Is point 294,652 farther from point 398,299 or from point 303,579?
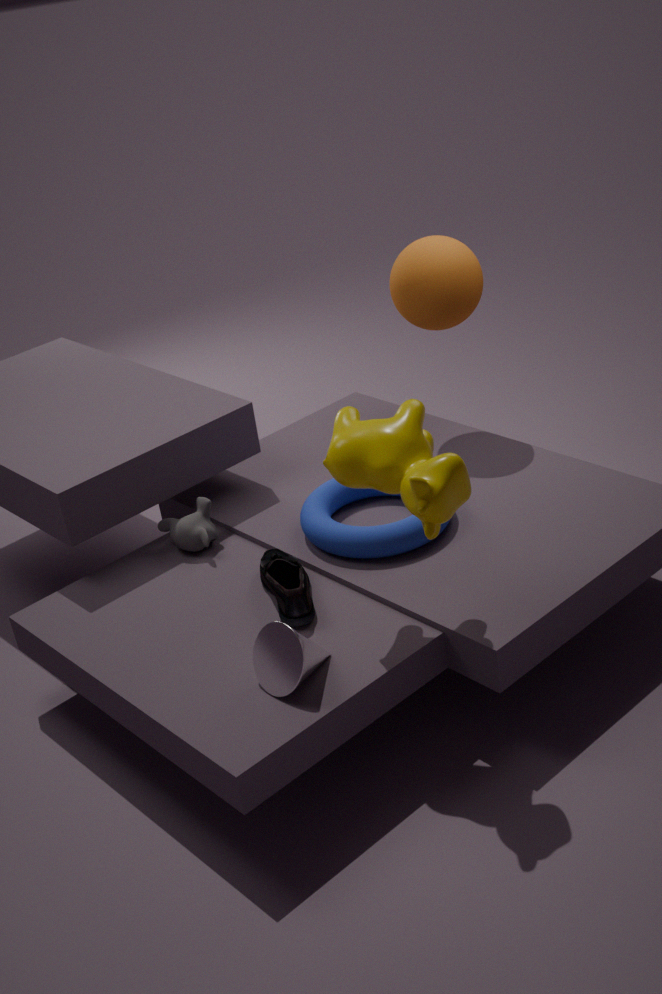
point 398,299
